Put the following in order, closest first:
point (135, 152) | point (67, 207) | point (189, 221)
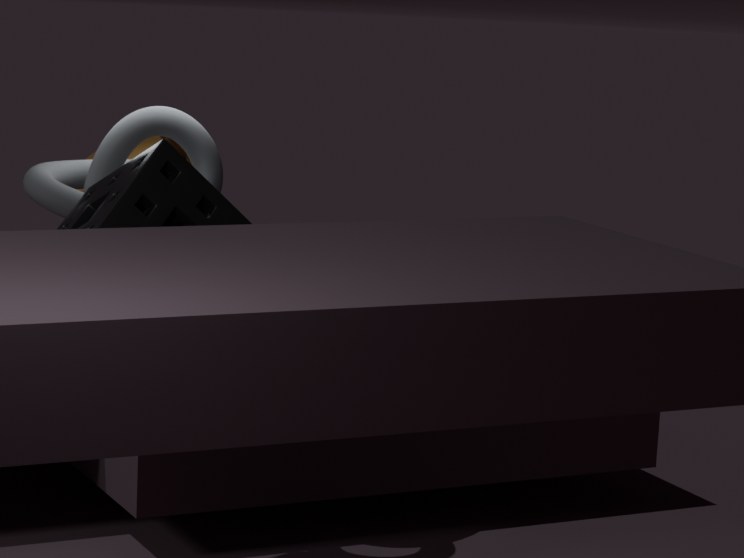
point (189, 221) → point (67, 207) → point (135, 152)
